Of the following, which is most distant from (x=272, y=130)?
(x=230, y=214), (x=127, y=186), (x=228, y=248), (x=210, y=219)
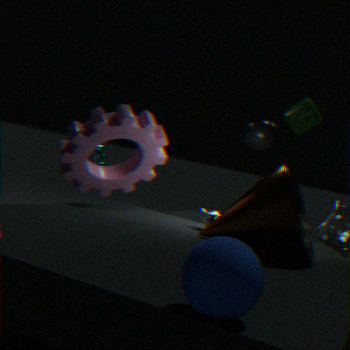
(x=228, y=248)
